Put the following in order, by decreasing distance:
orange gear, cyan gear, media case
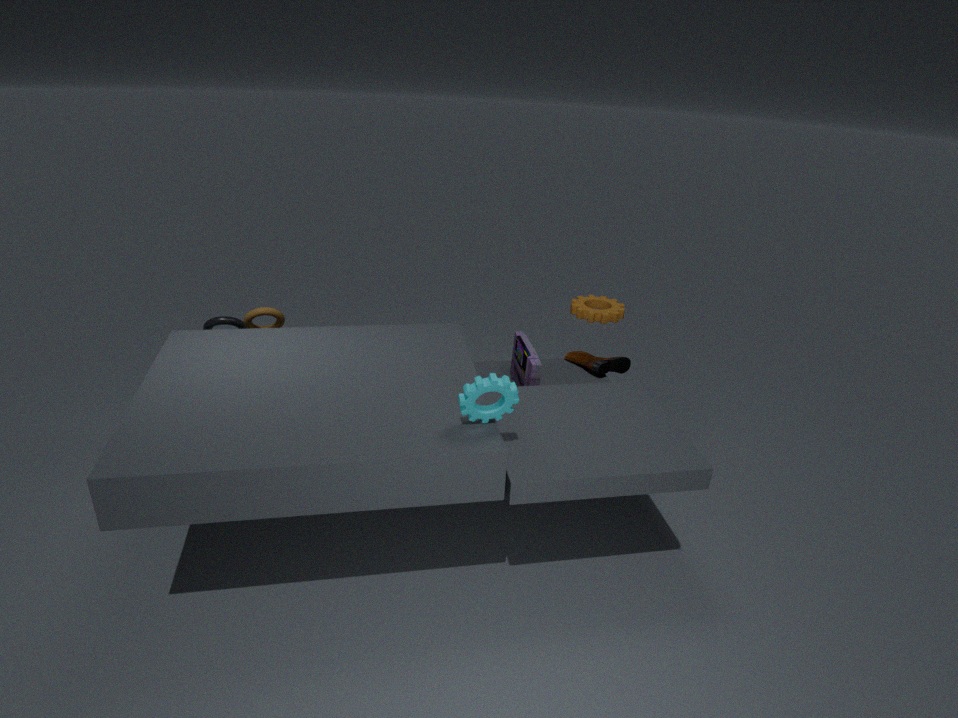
1. orange gear
2. media case
3. cyan gear
